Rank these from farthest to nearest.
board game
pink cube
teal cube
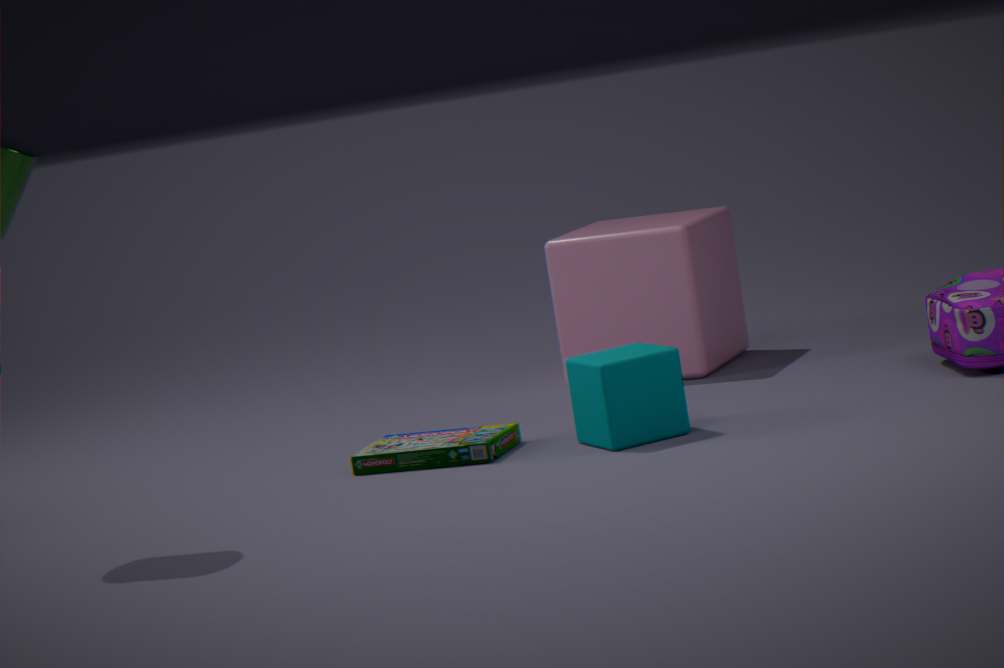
pink cube, board game, teal cube
